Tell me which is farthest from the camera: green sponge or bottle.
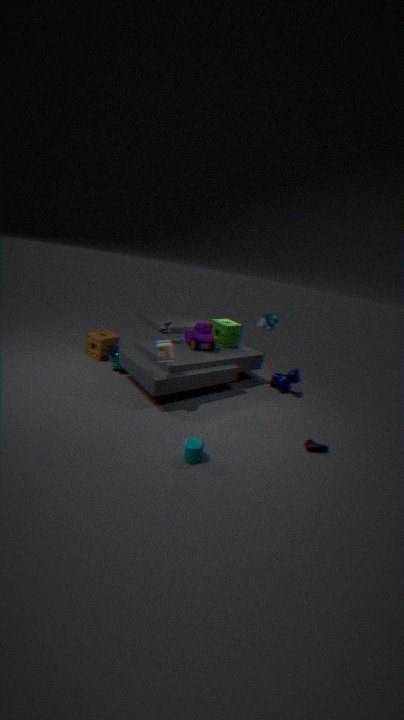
green sponge
